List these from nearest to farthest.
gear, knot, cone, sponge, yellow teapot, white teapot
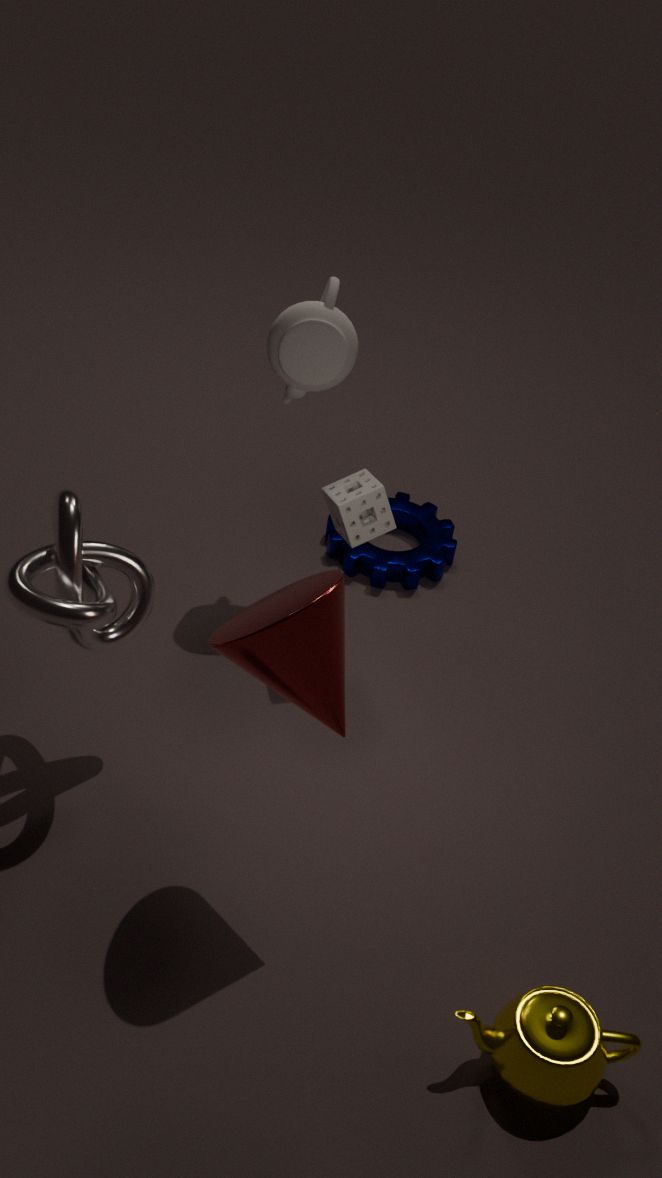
1. cone
2. yellow teapot
3. knot
4. sponge
5. white teapot
6. gear
